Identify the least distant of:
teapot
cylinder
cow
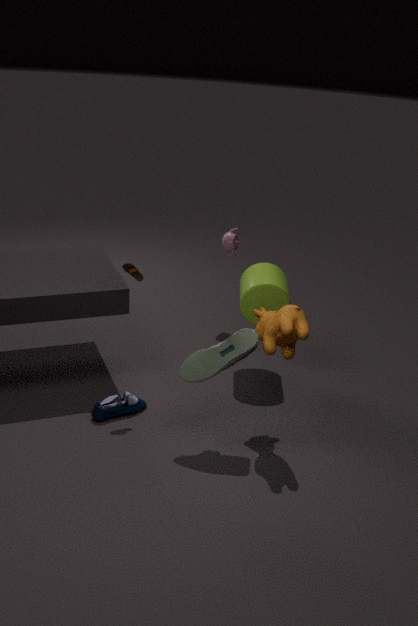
cow
